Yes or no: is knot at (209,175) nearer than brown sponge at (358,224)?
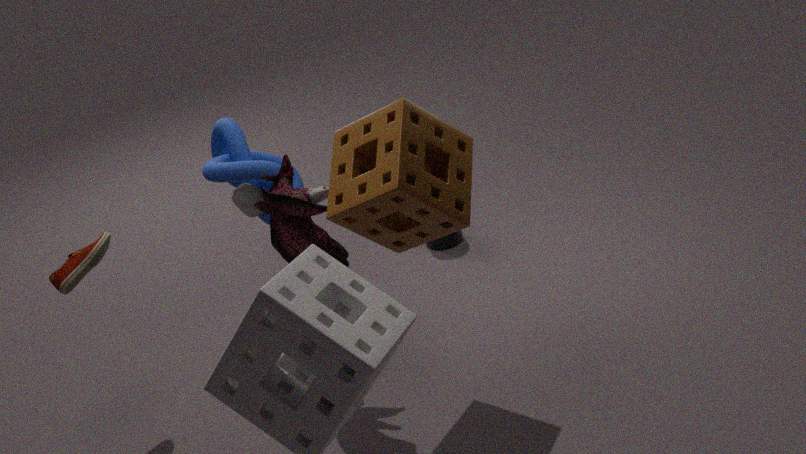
No
